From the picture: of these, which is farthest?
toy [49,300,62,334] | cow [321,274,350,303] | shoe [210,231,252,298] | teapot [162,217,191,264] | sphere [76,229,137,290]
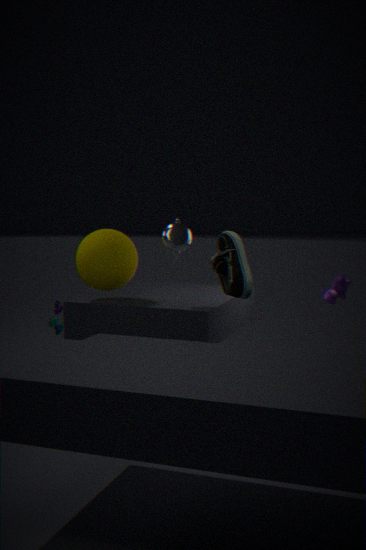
cow [321,274,350,303]
